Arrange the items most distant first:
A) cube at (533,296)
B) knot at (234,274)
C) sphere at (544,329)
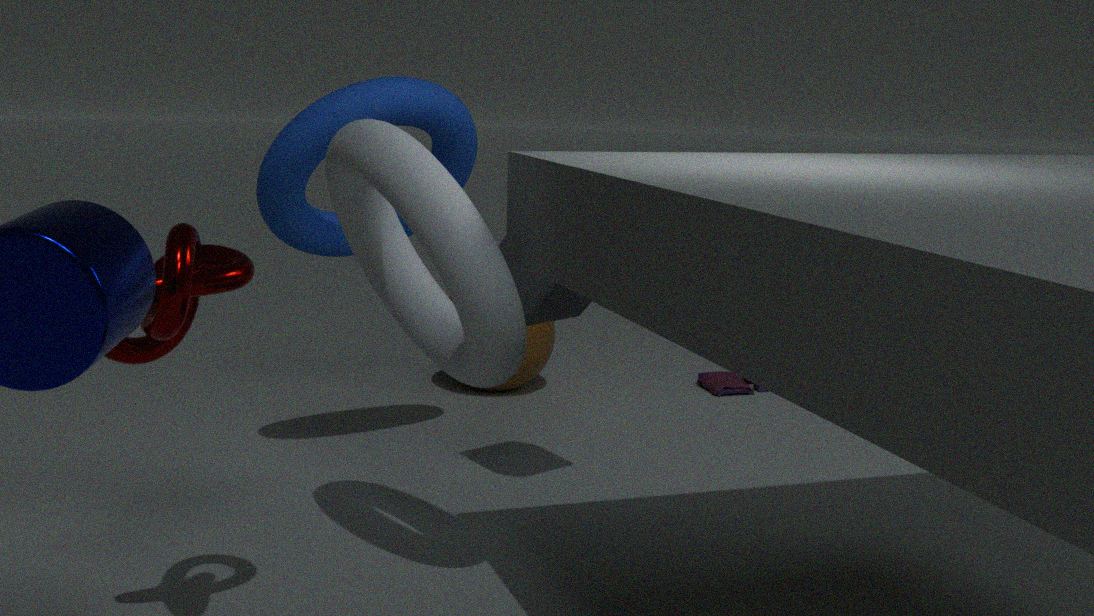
1. sphere at (544,329)
2. cube at (533,296)
3. knot at (234,274)
